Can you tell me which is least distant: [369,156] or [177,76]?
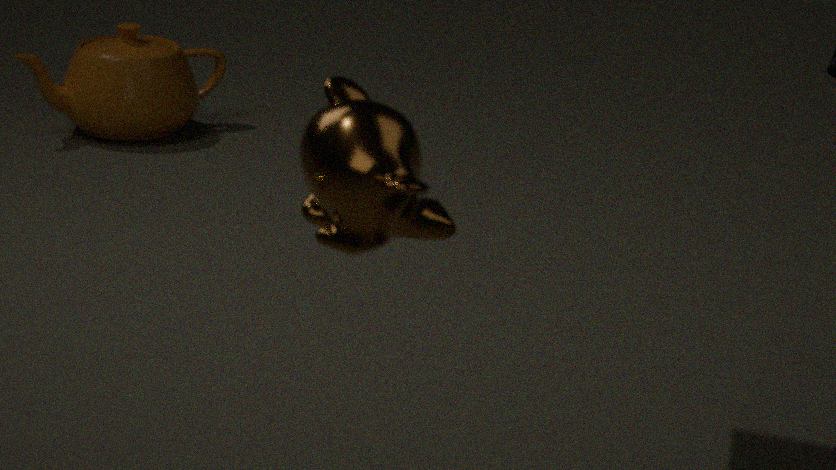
[369,156]
